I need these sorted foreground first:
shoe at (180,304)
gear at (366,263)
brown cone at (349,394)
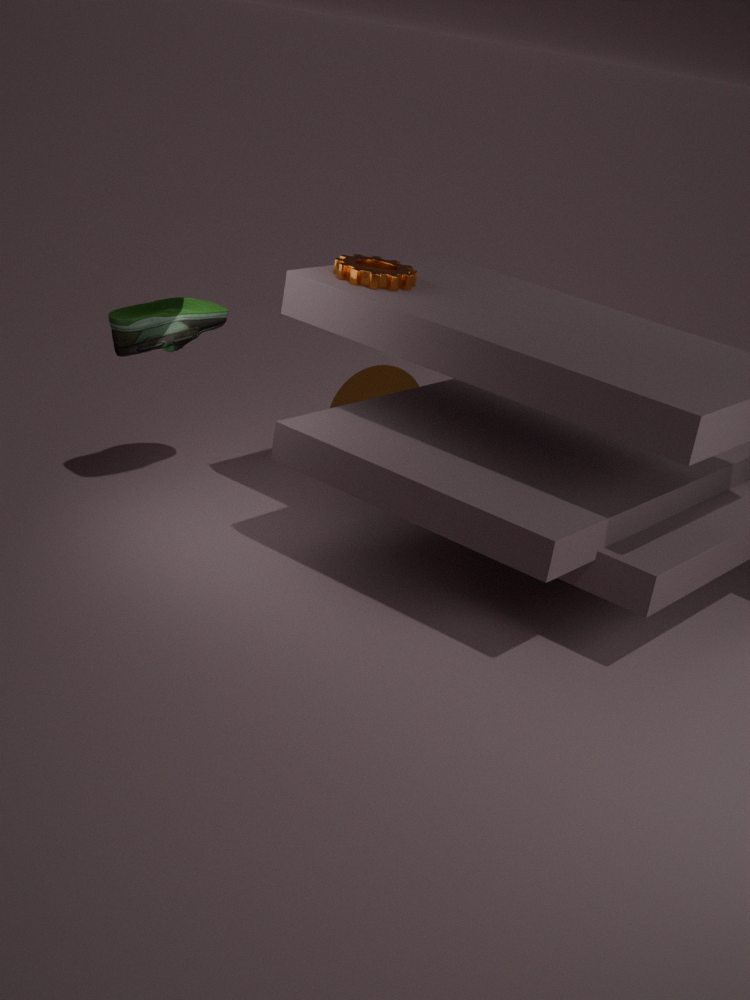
shoe at (180,304) < gear at (366,263) < brown cone at (349,394)
